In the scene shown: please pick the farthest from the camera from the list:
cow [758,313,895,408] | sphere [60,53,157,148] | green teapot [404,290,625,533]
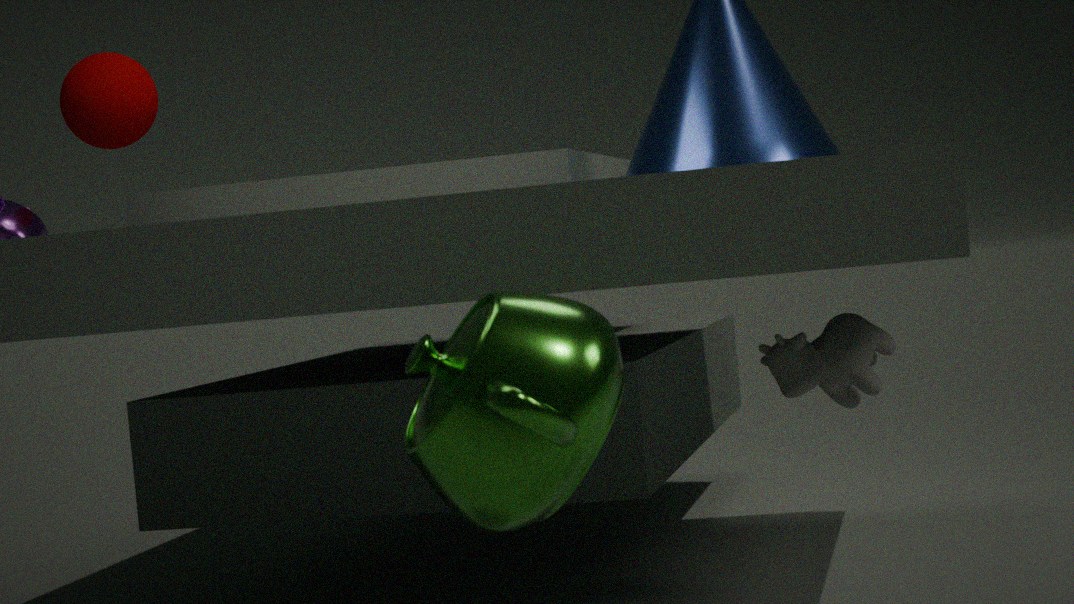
sphere [60,53,157,148]
